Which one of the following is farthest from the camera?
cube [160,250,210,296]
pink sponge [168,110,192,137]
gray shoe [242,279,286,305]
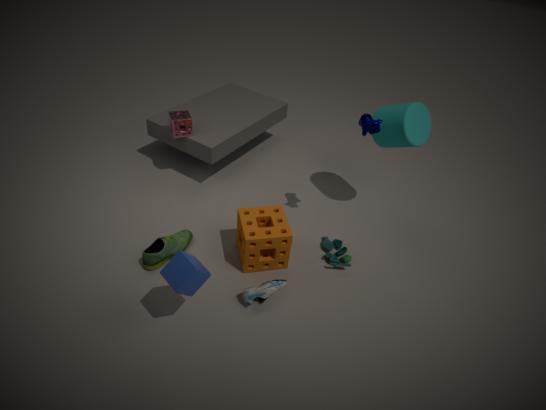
pink sponge [168,110,192,137]
